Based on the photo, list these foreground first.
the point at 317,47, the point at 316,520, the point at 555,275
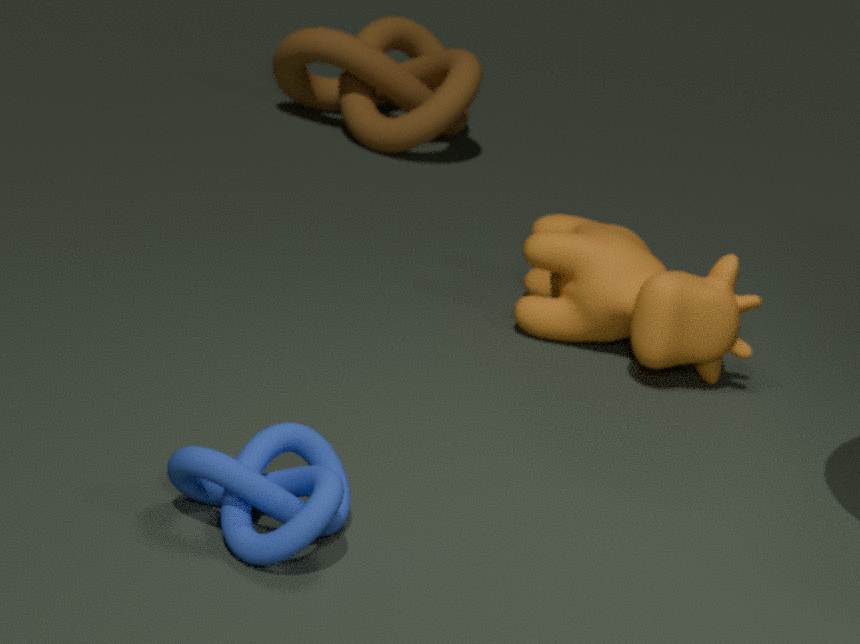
1. the point at 316,520
2. the point at 555,275
3. the point at 317,47
